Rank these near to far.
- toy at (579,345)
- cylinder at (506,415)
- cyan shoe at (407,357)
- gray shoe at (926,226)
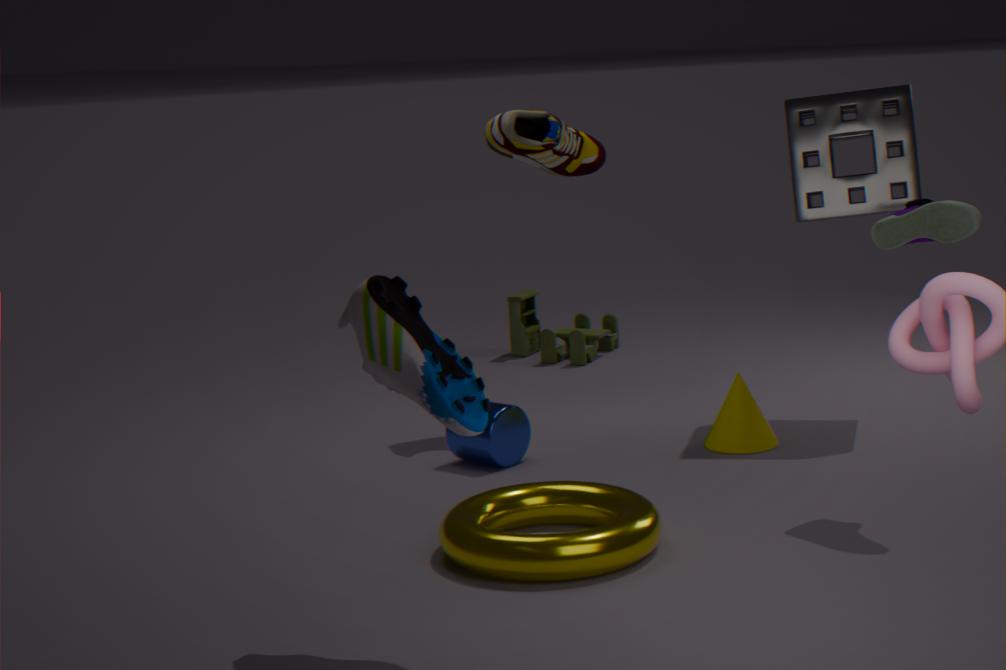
cyan shoe at (407,357) < gray shoe at (926,226) < cylinder at (506,415) < toy at (579,345)
